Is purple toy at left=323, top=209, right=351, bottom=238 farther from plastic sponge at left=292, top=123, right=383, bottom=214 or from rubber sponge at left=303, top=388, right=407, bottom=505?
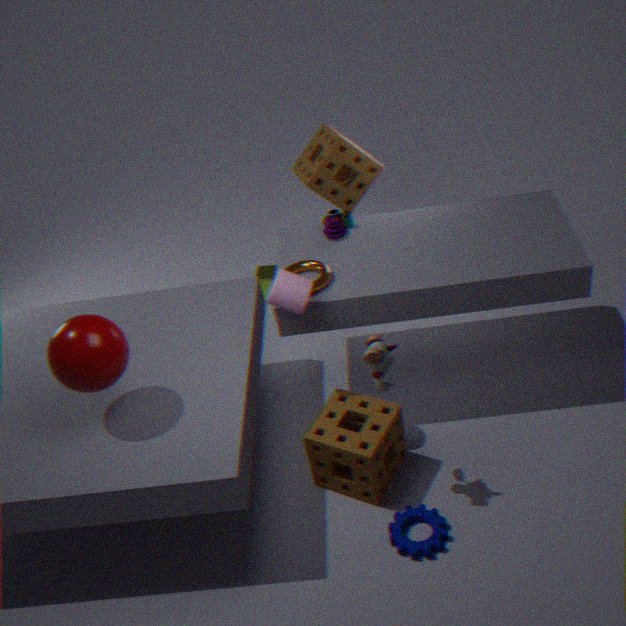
rubber sponge at left=303, top=388, right=407, bottom=505
